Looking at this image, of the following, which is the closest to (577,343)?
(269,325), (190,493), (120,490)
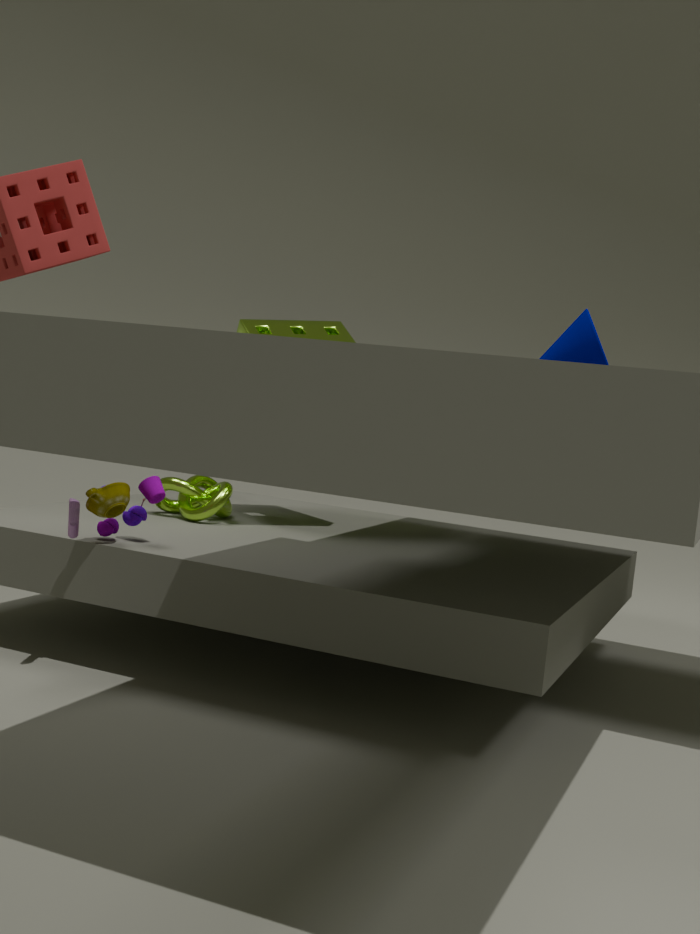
(269,325)
